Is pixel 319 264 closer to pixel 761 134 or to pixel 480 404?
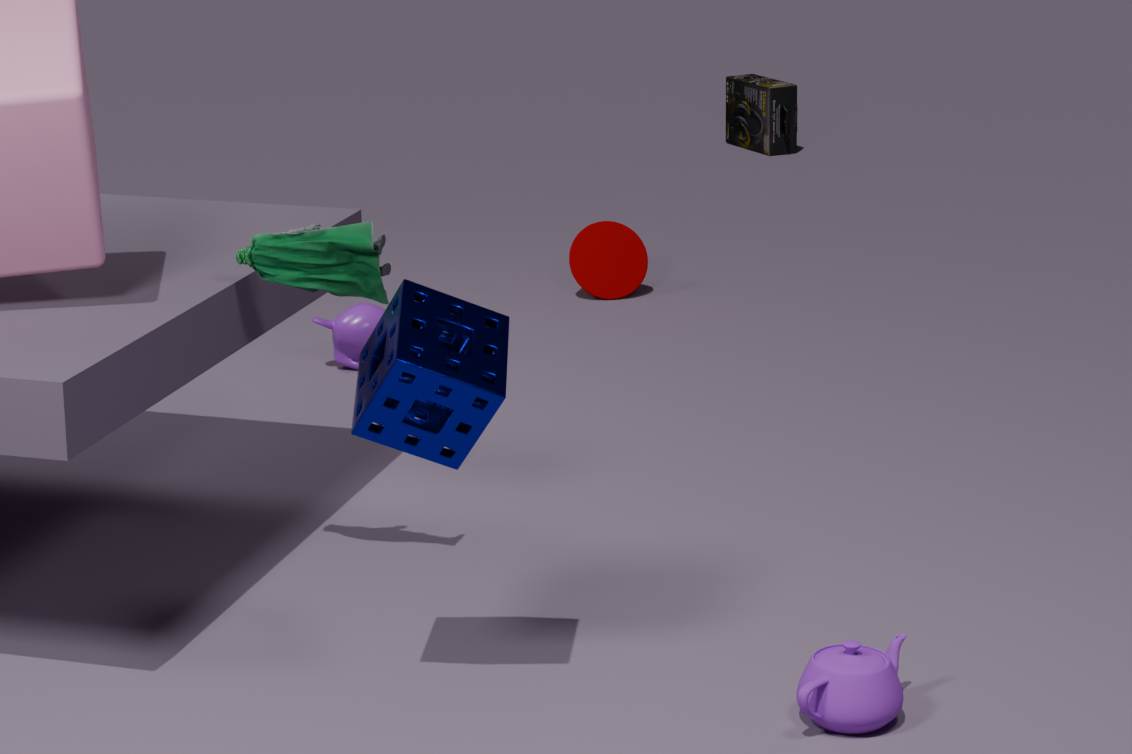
pixel 480 404
